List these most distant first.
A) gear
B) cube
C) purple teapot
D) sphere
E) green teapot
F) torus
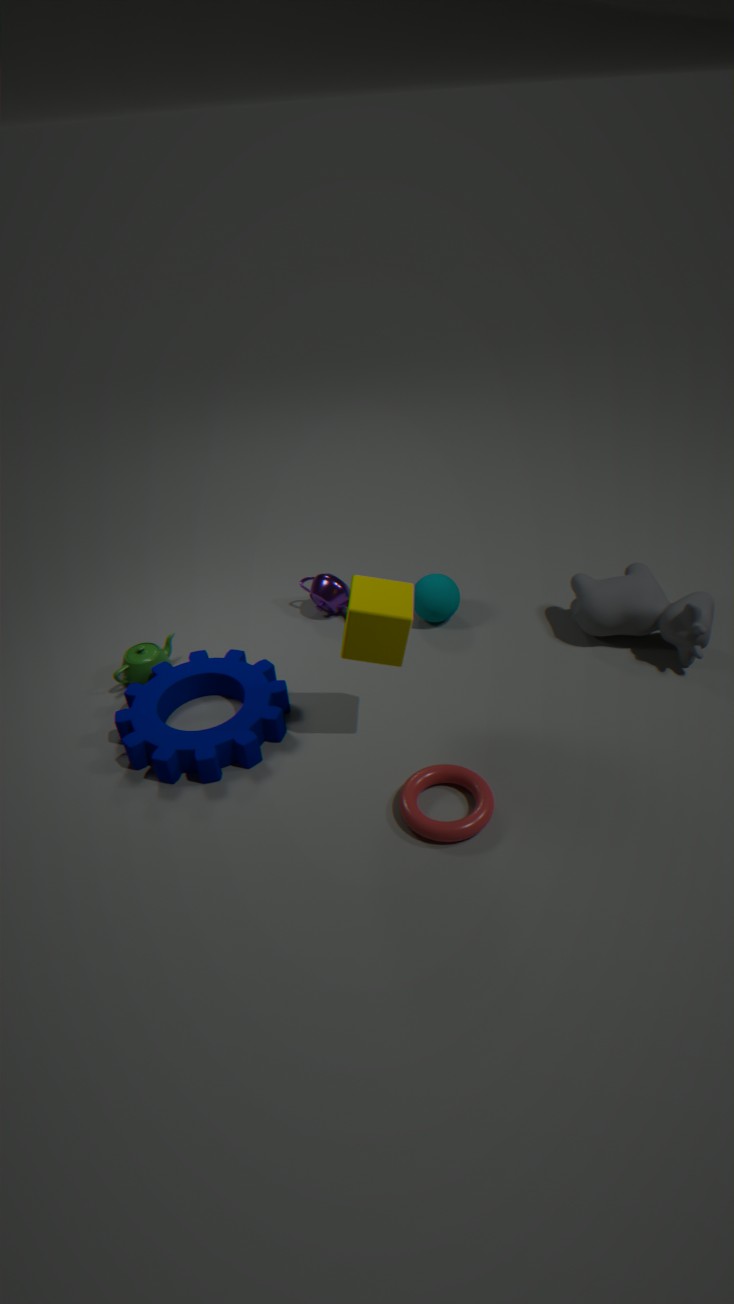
1. purple teapot
2. sphere
3. green teapot
4. gear
5. cube
6. torus
